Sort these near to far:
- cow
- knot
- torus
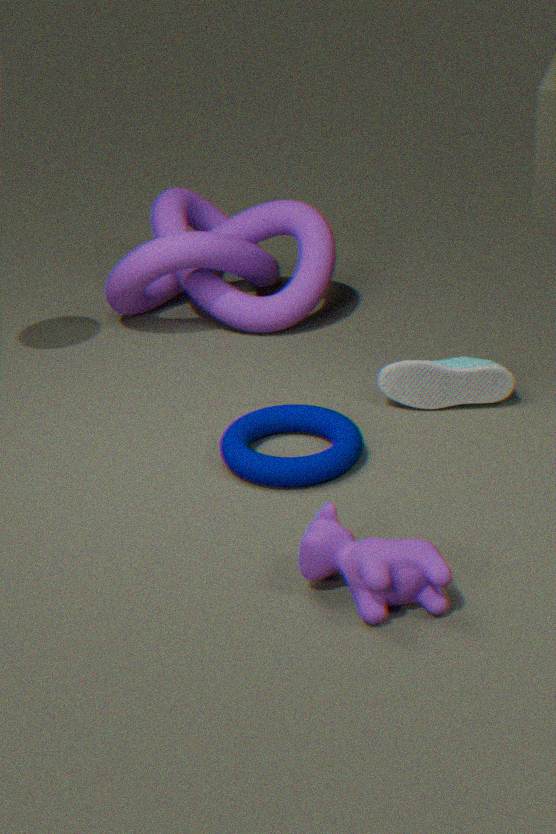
cow < torus < knot
